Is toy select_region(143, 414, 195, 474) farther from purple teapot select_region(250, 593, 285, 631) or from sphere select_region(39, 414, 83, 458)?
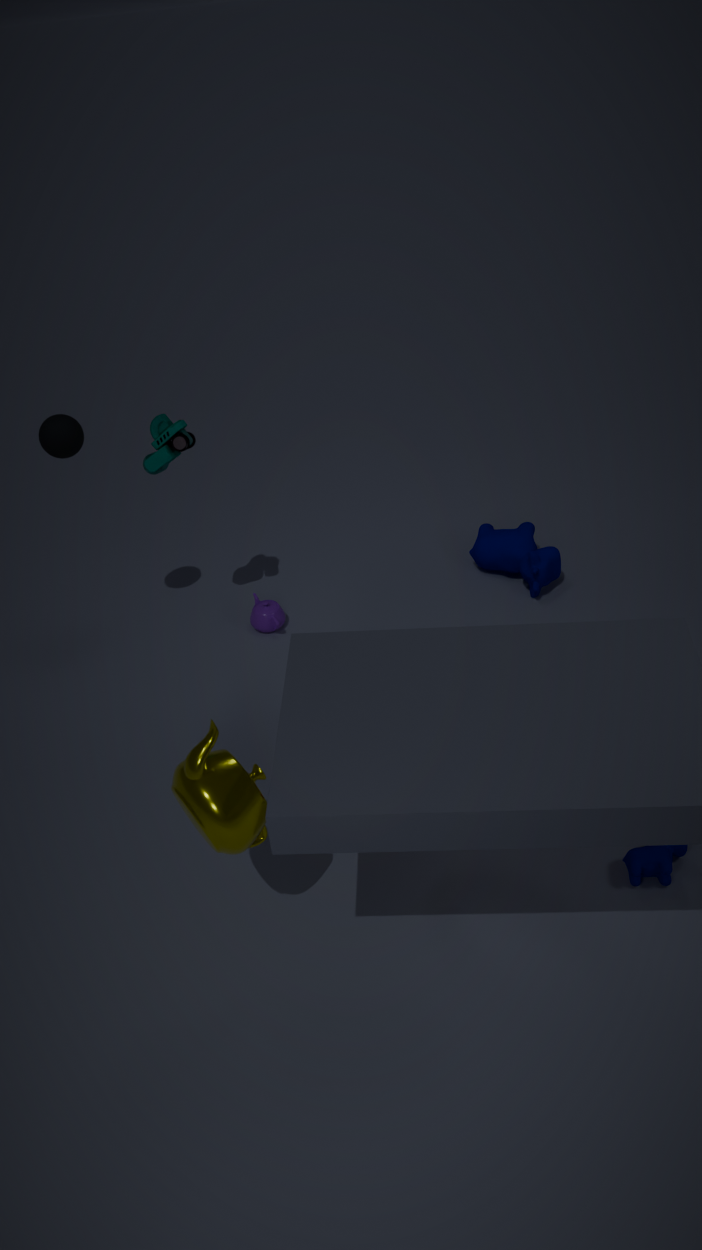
purple teapot select_region(250, 593, 285, 631)
